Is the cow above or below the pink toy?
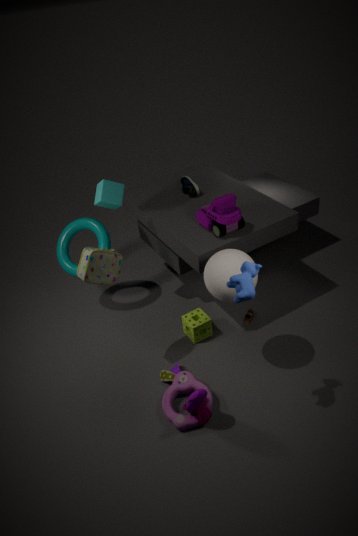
above
